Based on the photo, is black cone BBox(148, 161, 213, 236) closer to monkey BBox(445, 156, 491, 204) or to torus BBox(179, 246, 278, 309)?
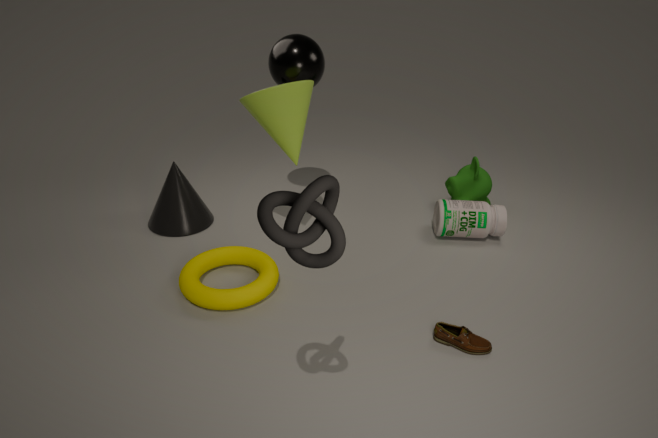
torus BBox(179, 246, 278, 309)
